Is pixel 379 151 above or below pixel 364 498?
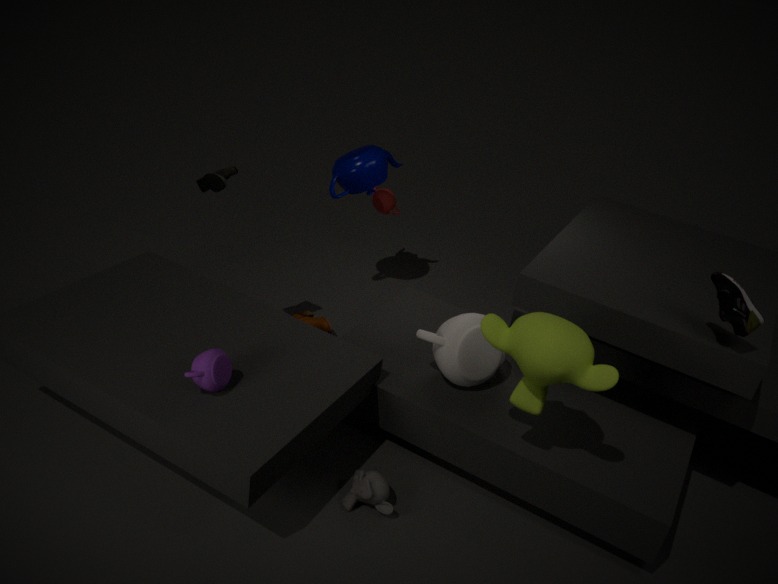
above
